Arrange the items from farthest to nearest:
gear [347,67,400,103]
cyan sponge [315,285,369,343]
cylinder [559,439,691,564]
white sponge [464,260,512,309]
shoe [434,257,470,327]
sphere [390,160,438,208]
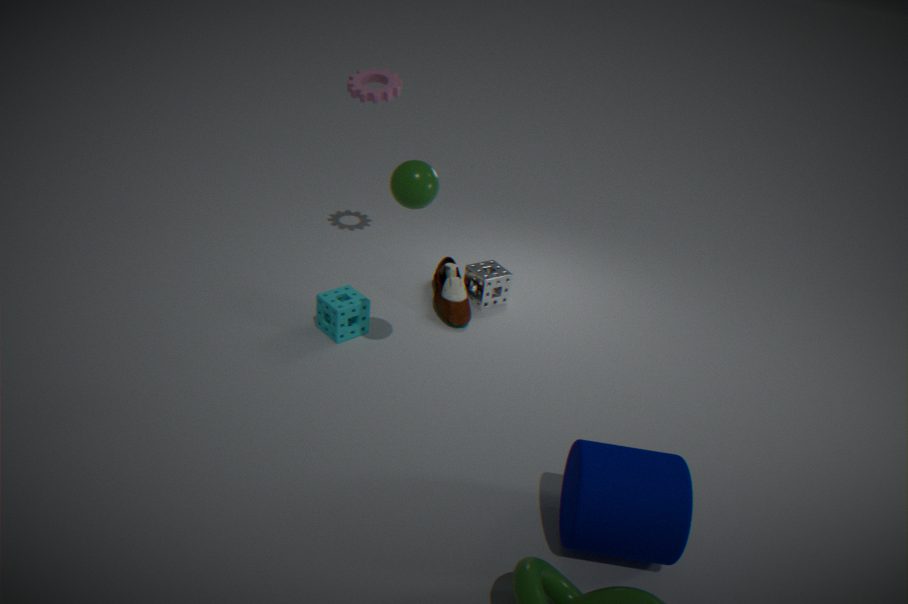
white sponge [464,260,512,309], gear [347,67,400,103], shoe [434,257,470,327], cyan sponge [315,285,369,343], sphere [390,160,438,208], cylinder [559,439,691,564]
